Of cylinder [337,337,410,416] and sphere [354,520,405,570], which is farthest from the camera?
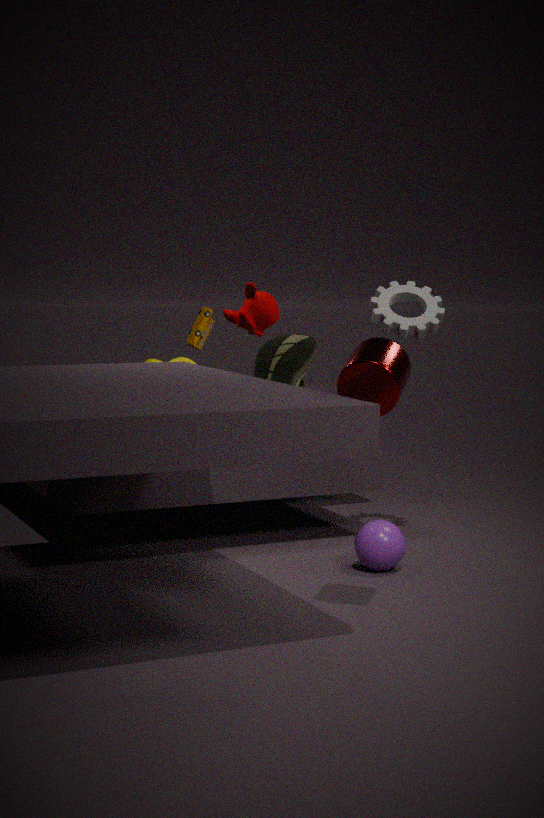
sphere [354,520,405,570]
